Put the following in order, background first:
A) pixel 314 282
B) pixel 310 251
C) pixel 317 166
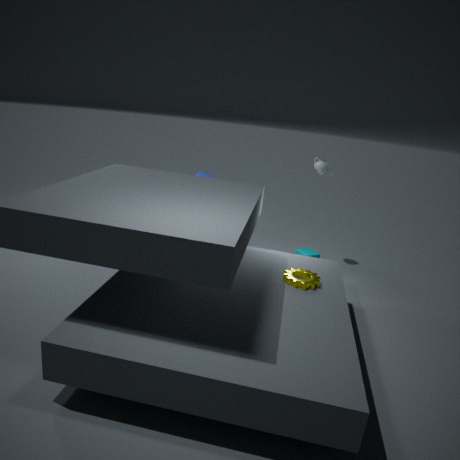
pixel 317 166, pixel 310 251, pixel 314 282
